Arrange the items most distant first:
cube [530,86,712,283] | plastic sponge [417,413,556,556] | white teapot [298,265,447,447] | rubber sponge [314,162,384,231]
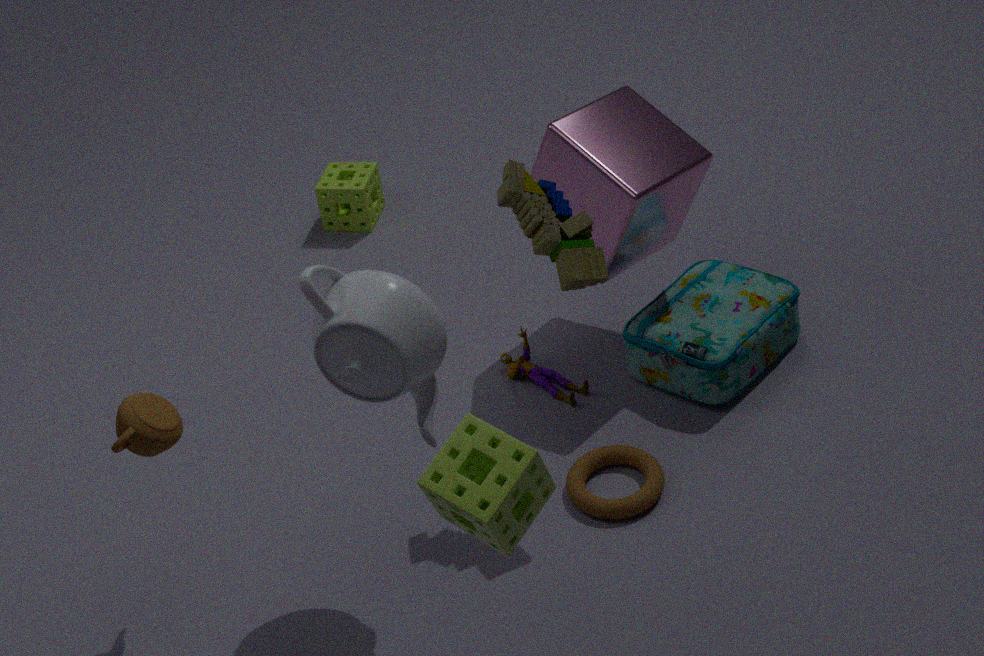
rubber sponge [314,162,384,231]
cube [530,86,712,283]
white teapot [298,265,447,447]
plastic sponge [417,413,556,556]
